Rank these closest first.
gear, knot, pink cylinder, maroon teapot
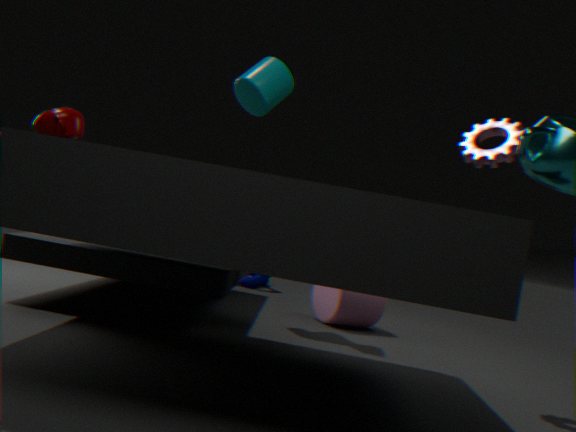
1. maroon teapot
2. gear
3. pink cylinder
4. knot
